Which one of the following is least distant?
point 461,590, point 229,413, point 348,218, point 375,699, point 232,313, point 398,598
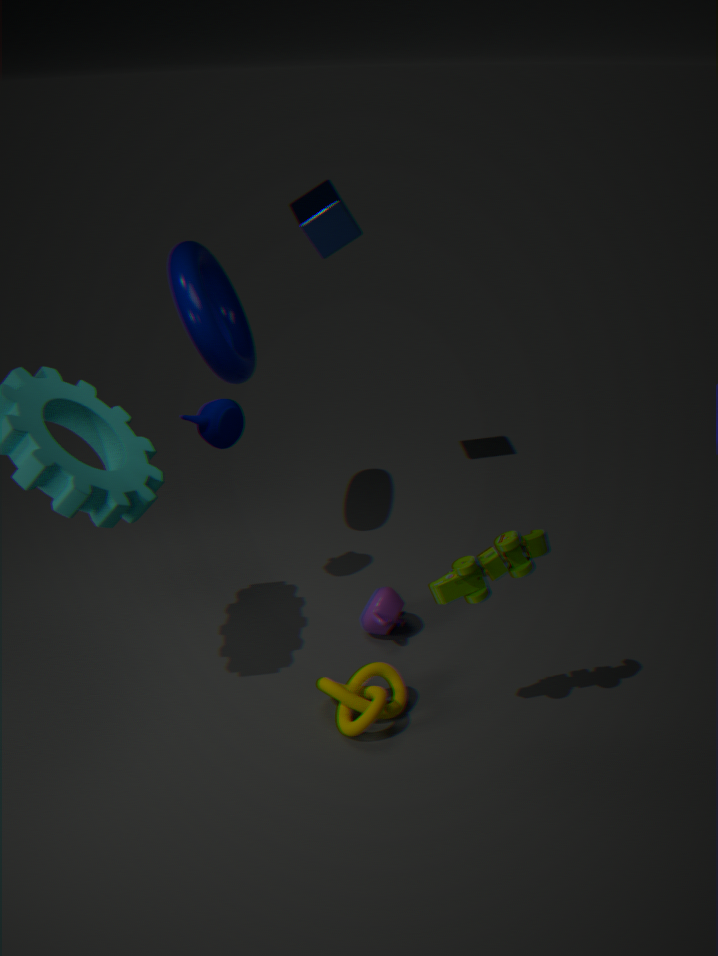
point 461,590
